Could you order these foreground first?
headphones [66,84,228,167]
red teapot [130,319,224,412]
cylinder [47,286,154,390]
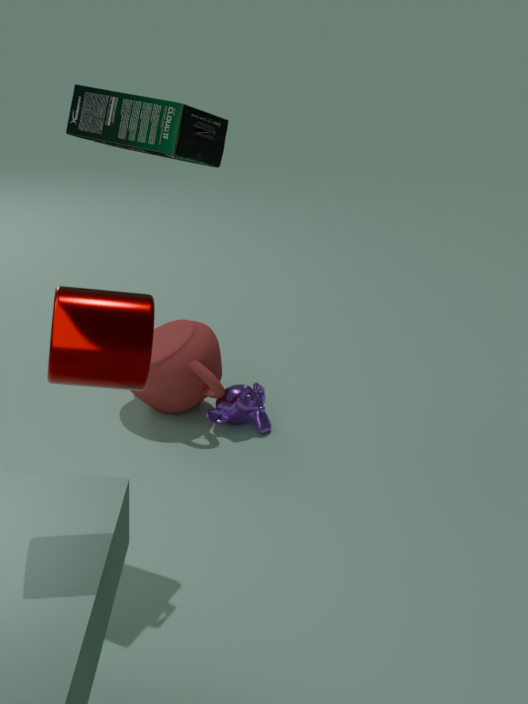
cylinder [47,286,154,390]
headphones [66,84,228,167]
red teapot [130,319,224,412]
